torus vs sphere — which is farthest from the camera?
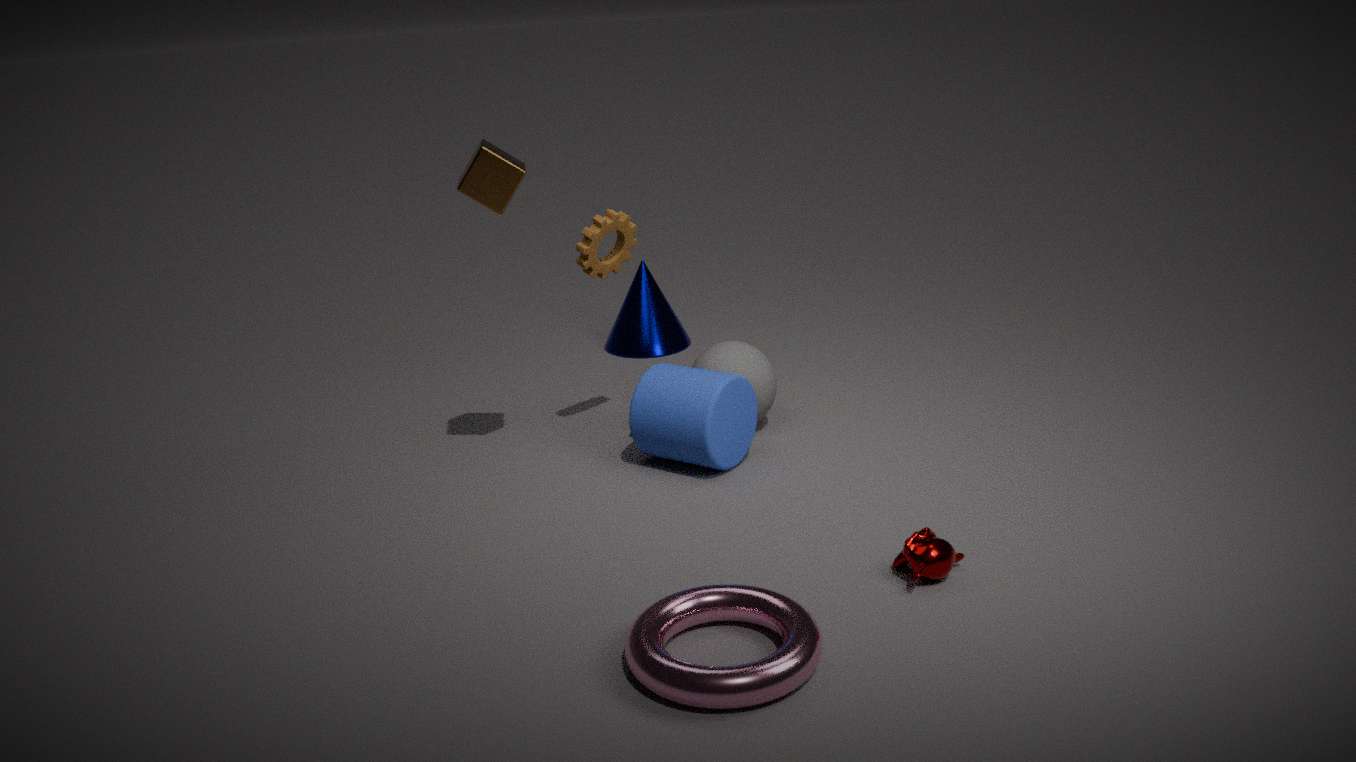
sphere
